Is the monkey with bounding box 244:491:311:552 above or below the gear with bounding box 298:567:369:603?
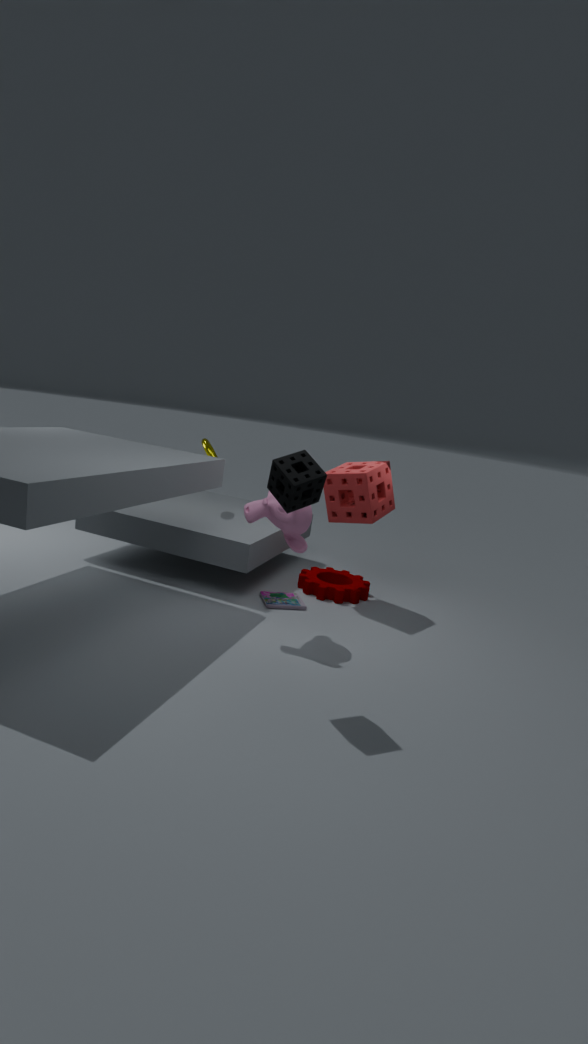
above
